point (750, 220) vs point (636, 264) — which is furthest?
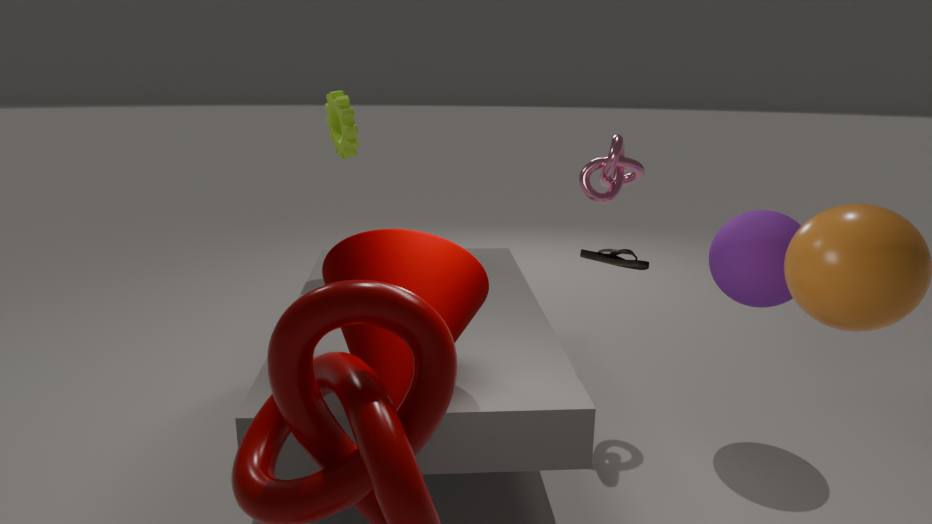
point (750, 220)
